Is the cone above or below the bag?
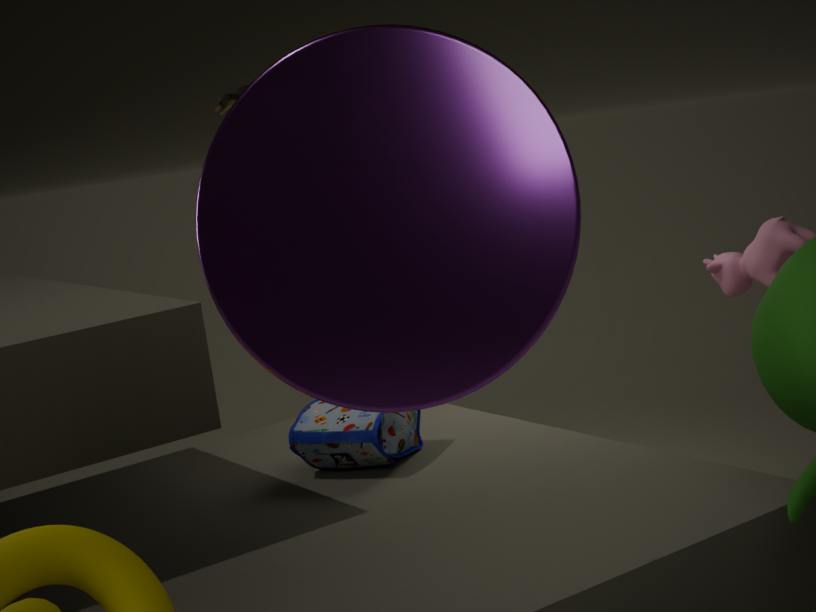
above
